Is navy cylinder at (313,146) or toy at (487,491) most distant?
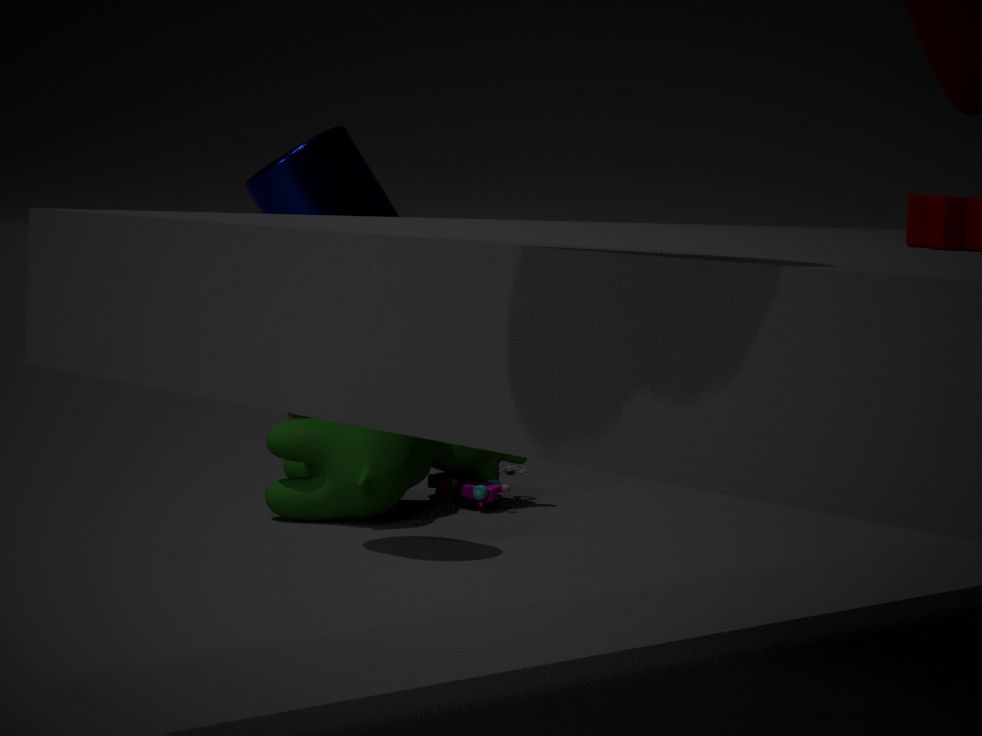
toy at (487,491)
